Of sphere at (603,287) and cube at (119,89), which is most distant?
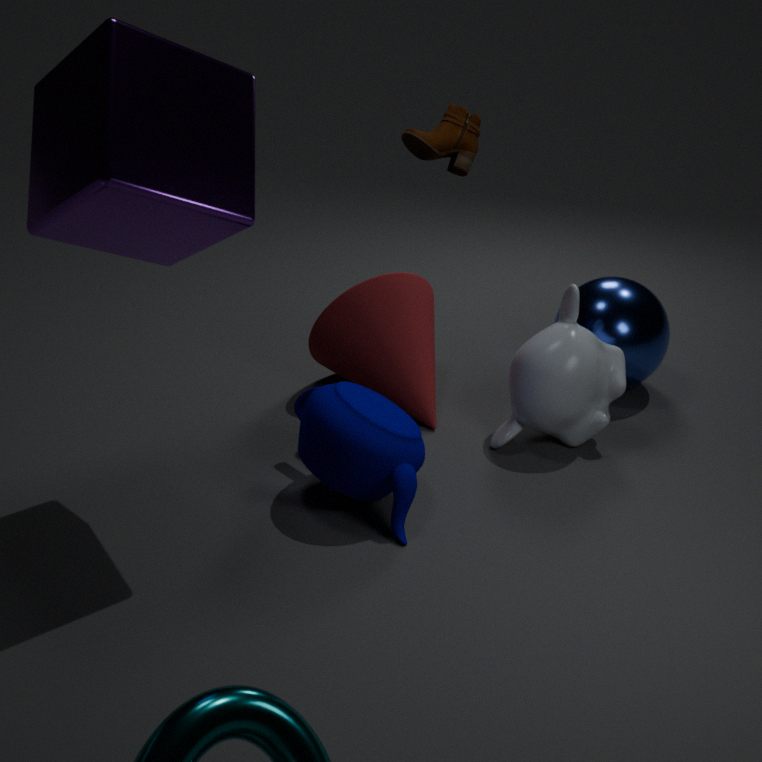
sphere at (603,287)
